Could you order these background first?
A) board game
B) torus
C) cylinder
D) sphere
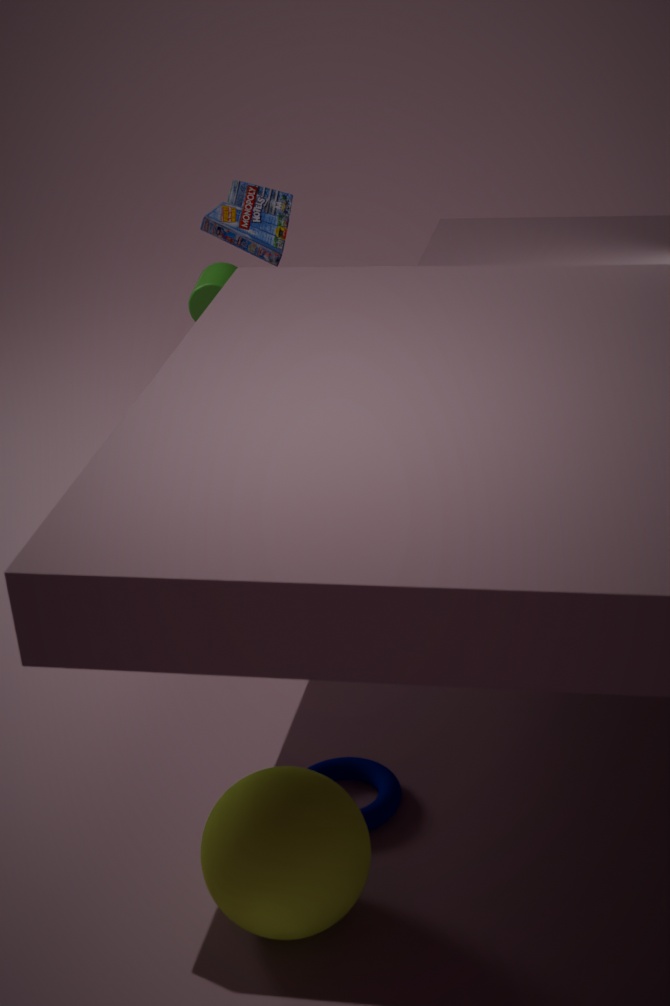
cylinder < board game < torus < sphere
